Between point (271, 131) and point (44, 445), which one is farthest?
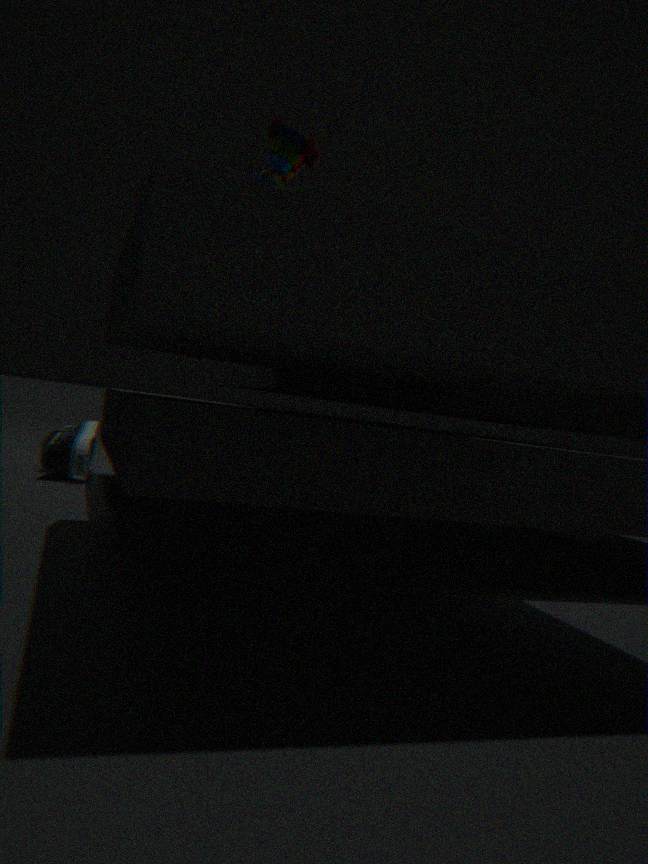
point (44, 445)
